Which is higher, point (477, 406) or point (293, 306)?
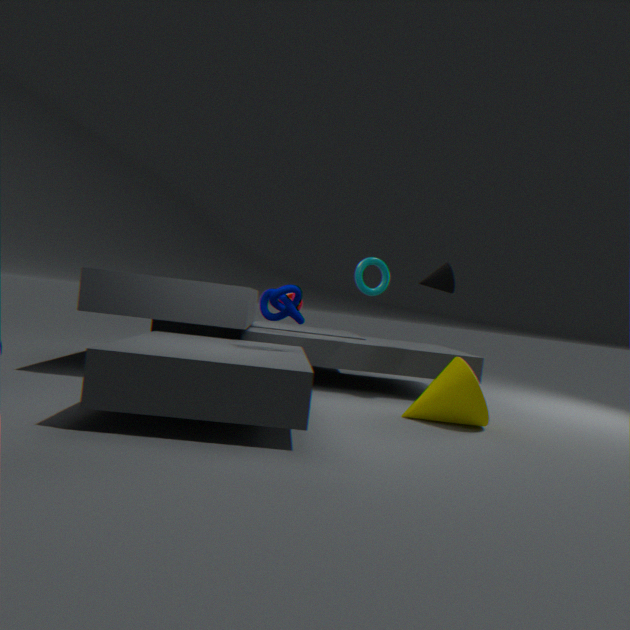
point (293, 306)
